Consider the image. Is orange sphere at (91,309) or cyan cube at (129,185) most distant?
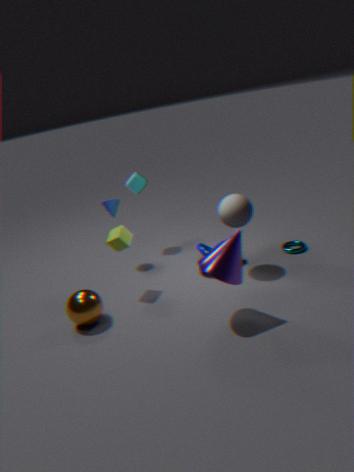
cyan cube at (129,185)
